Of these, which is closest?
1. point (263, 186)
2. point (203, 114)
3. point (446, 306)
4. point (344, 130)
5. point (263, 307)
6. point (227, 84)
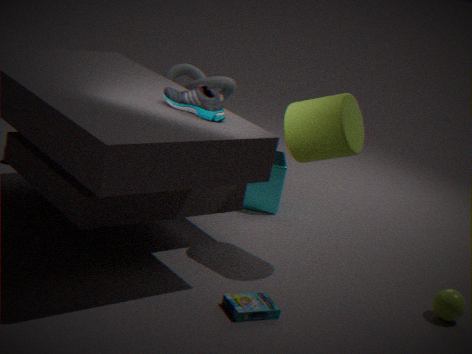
point (263, 307)
